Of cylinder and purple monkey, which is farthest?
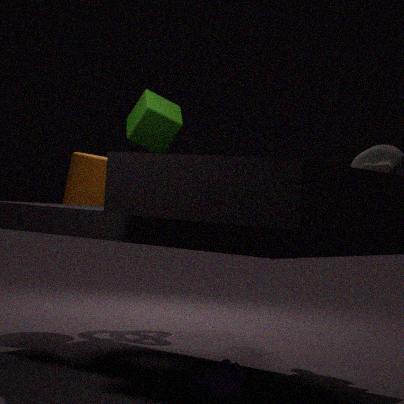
cylinder
